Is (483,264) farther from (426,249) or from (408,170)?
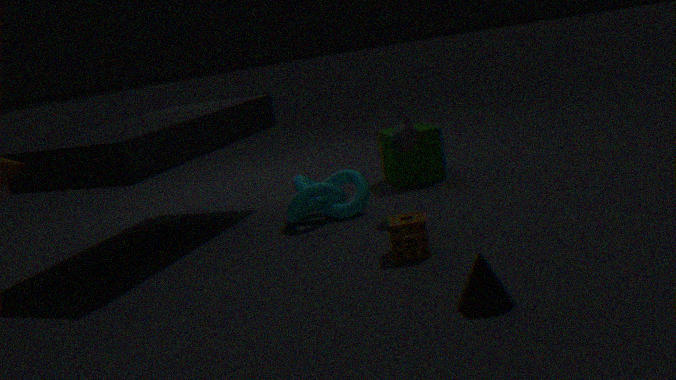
(408,170)
